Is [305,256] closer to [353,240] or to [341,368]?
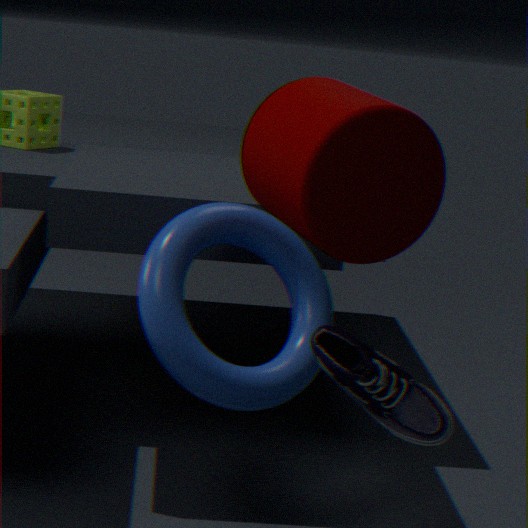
[341,368]
